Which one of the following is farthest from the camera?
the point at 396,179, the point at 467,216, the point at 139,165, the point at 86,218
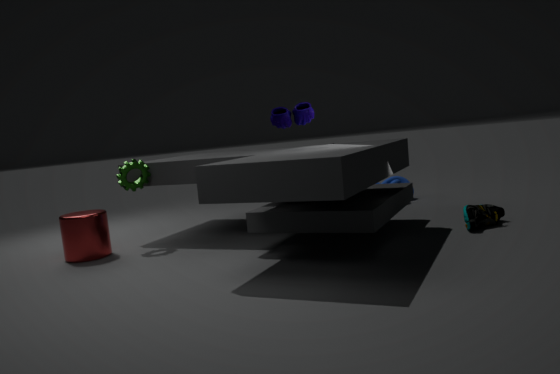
the point at 396,179
